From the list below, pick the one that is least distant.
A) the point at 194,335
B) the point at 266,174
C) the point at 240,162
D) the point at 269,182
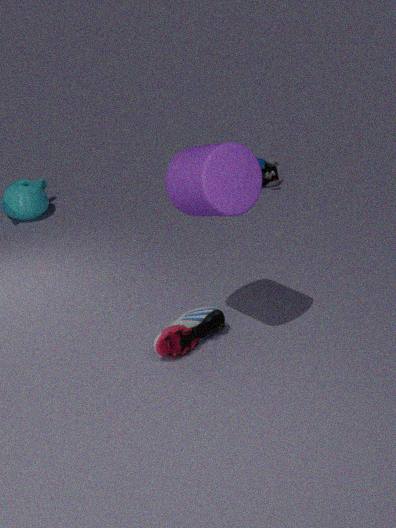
the point at 240,162
